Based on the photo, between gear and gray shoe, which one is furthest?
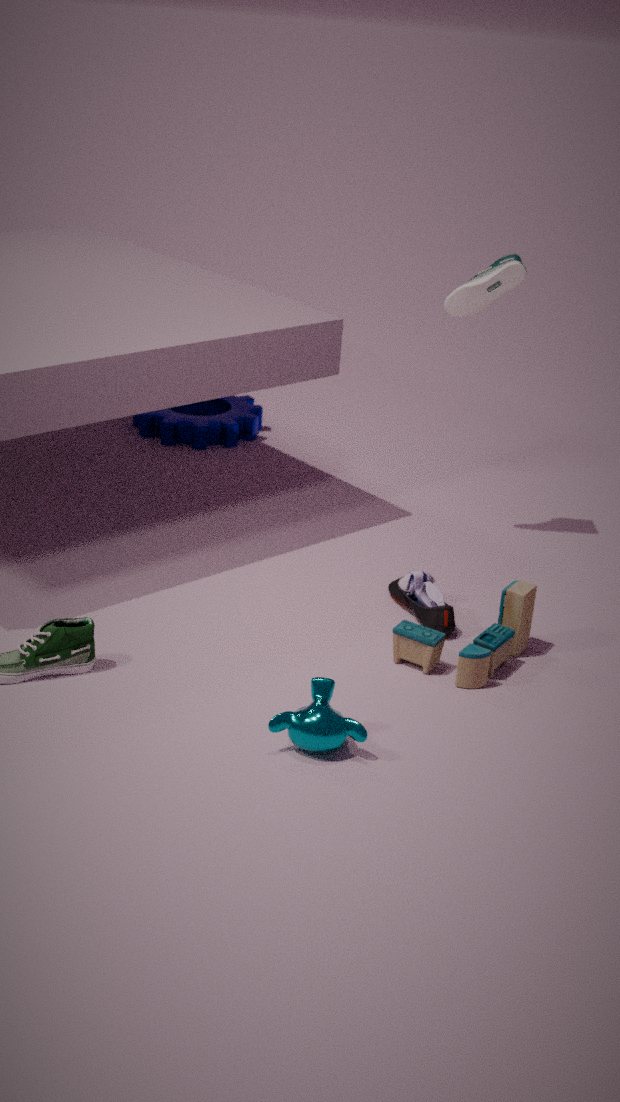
gear
